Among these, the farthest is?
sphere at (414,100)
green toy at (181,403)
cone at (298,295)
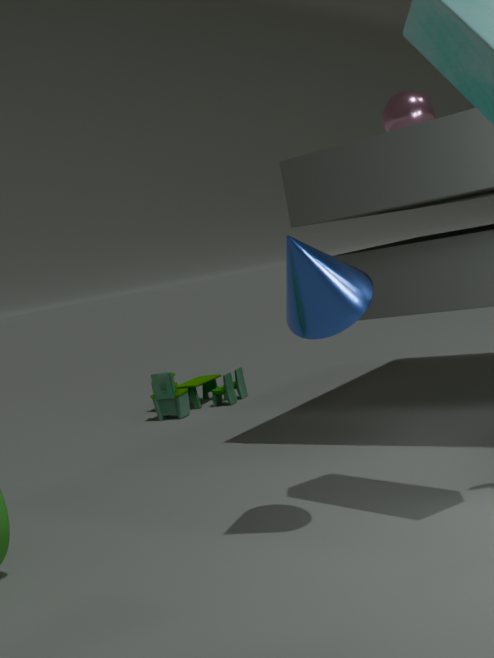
green toy at (181,403)
